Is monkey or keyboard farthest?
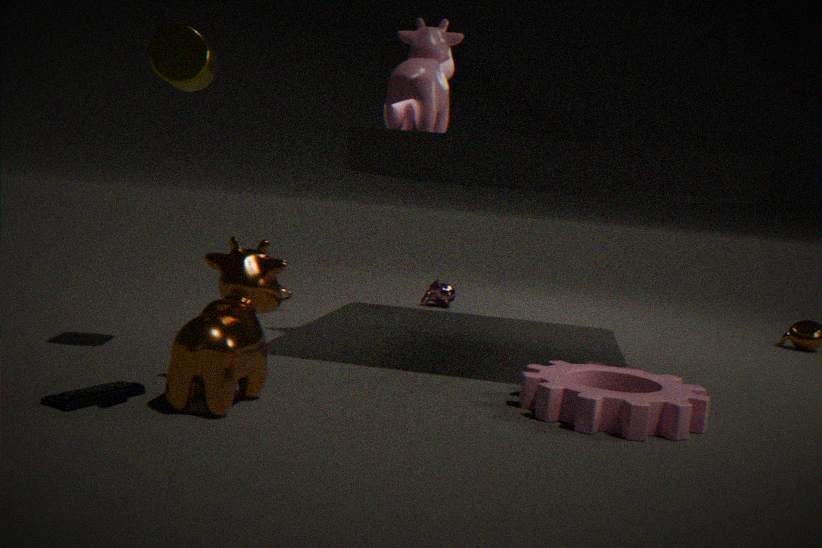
monkey
